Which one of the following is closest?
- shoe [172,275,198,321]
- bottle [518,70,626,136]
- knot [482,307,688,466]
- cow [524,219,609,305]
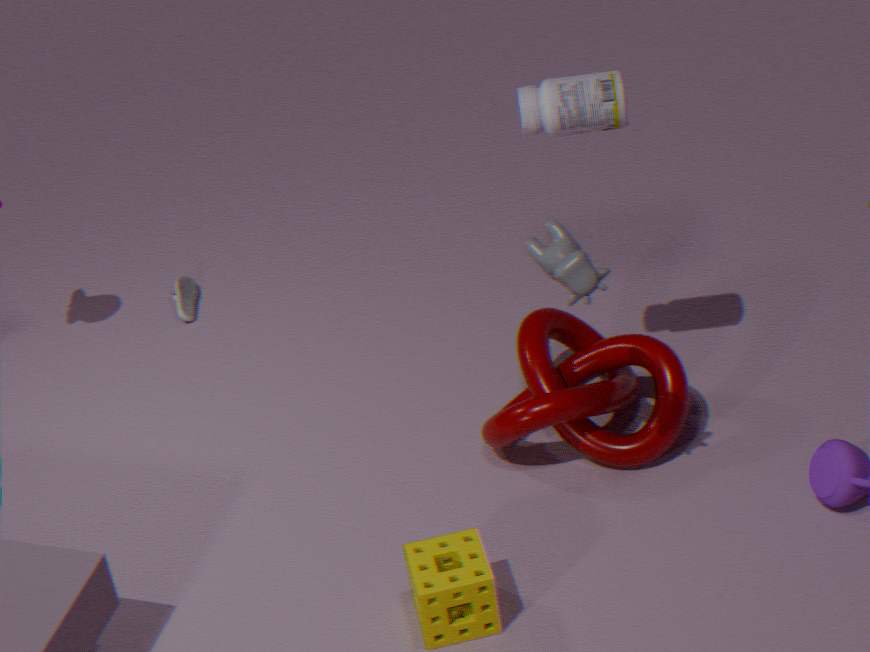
cow [524,219,609,305]
